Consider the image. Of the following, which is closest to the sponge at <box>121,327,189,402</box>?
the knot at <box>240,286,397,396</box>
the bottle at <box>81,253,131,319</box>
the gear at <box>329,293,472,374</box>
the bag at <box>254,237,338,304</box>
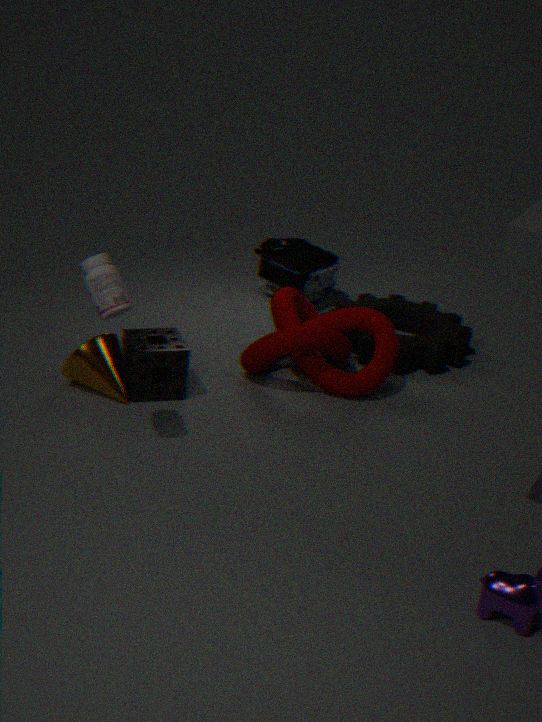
the knot at <box>240,286,397,396</box>
